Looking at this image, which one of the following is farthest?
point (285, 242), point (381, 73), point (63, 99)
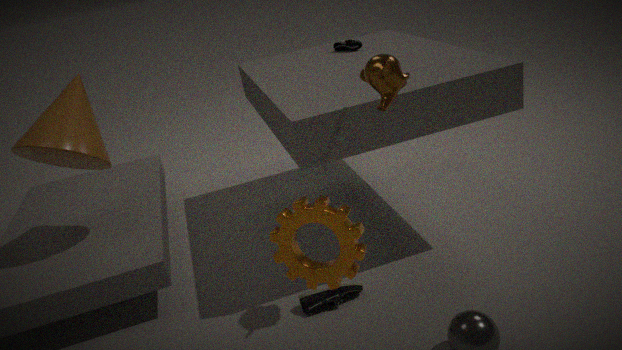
point (63, 99)
